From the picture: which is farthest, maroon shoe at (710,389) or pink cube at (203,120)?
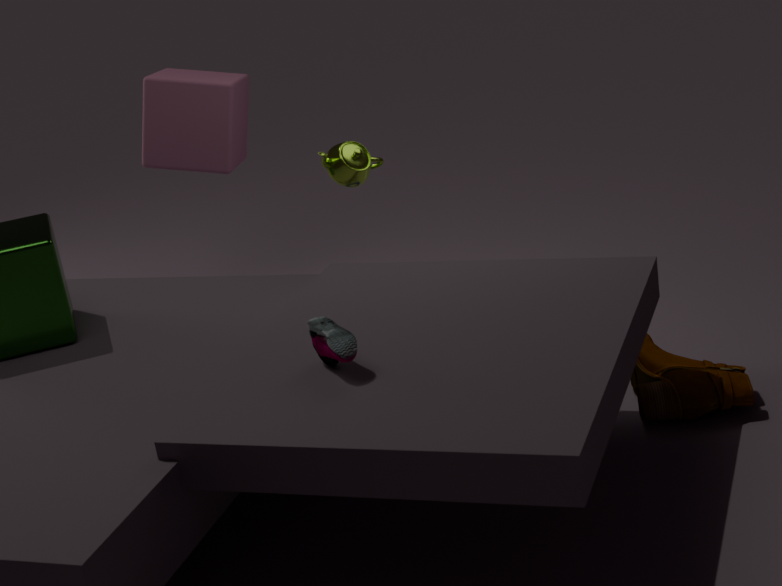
pink cube at (203,120)
